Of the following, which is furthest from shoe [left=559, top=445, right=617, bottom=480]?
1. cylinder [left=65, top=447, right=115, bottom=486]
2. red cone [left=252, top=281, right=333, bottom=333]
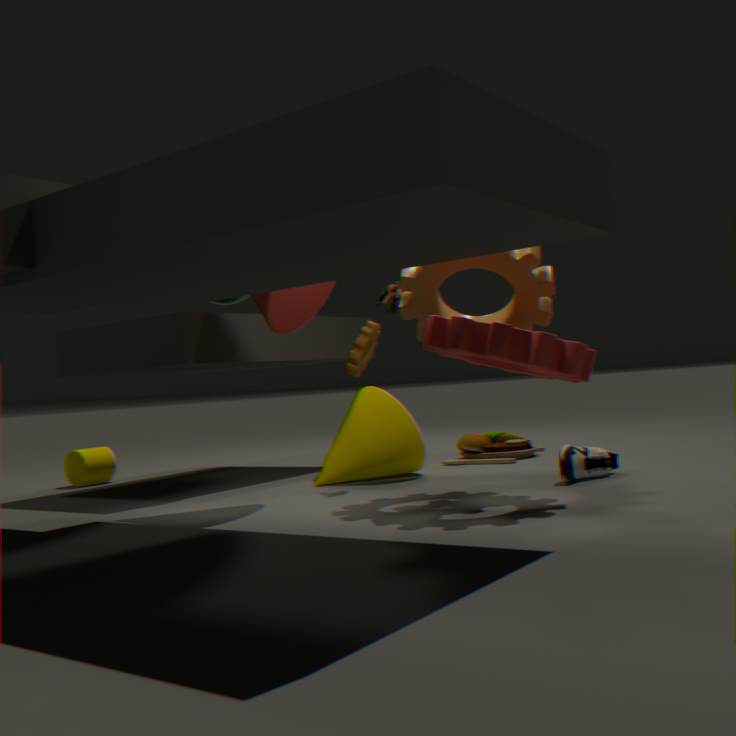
cylinder [left=65, top=447, right=115, bottom=486]
